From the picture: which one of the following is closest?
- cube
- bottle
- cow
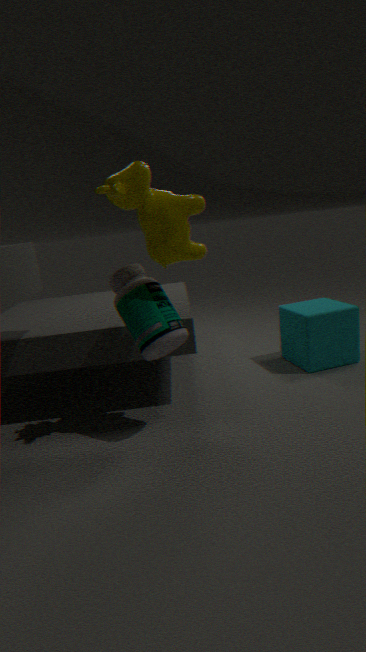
cow
